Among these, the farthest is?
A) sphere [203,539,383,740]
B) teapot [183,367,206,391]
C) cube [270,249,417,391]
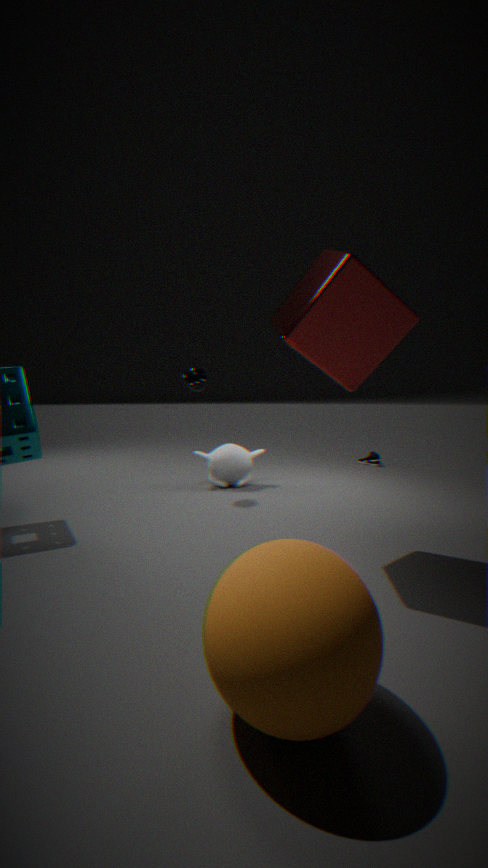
B. teapot [183,367,206,391]
